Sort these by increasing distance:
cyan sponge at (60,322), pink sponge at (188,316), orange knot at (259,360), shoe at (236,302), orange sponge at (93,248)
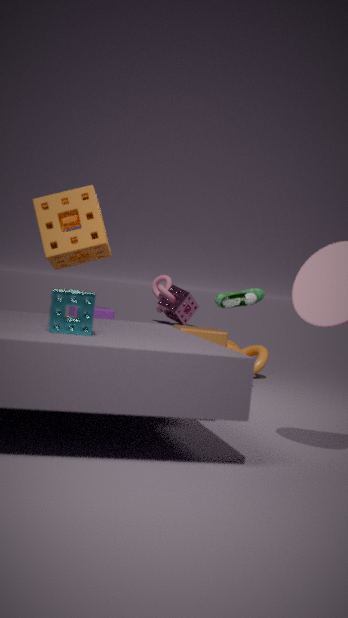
cyan sponge at (60,322), orange sponge at (93,248), shoe at (236,302), orange knot at (259,360), pink sponge at (188,316)
